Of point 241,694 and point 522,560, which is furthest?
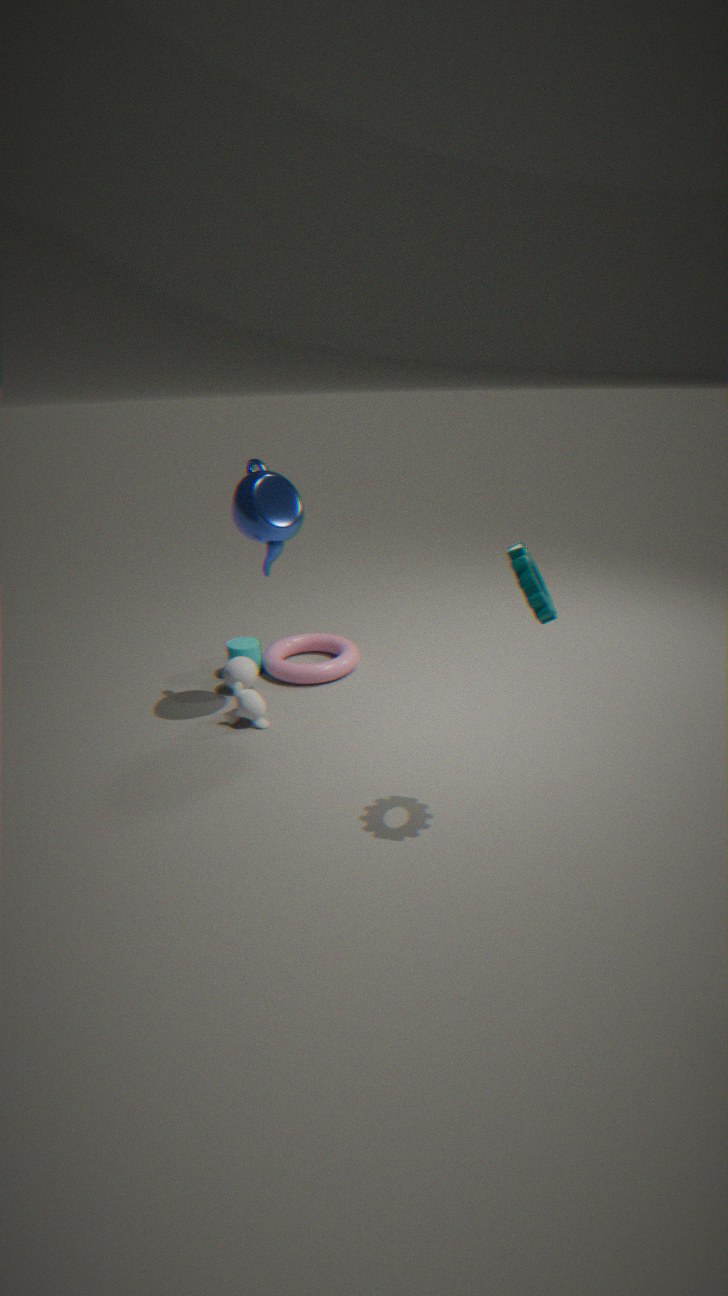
point 241,694
